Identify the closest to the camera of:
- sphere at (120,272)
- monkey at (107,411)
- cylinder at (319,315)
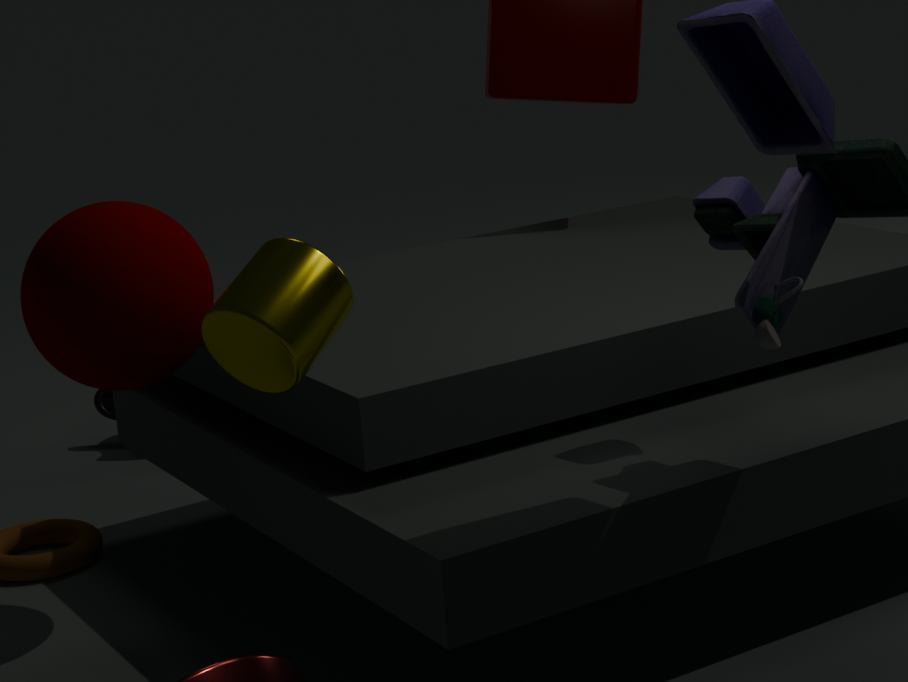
cylinder at (319,315)
